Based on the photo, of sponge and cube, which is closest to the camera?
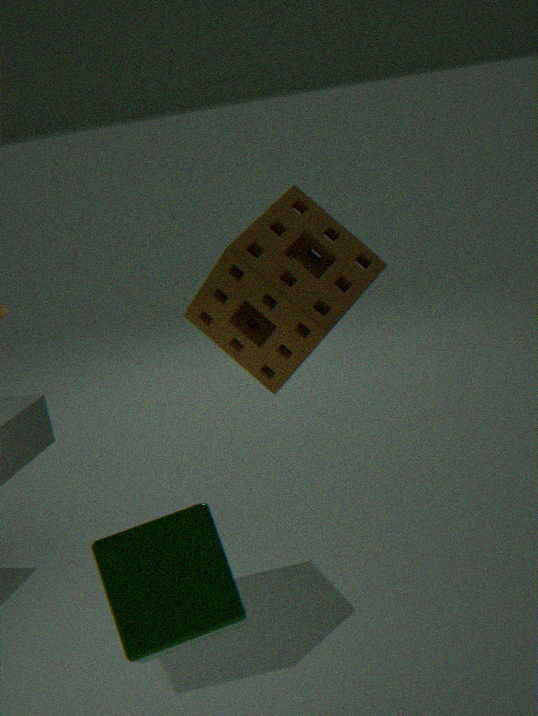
cube
